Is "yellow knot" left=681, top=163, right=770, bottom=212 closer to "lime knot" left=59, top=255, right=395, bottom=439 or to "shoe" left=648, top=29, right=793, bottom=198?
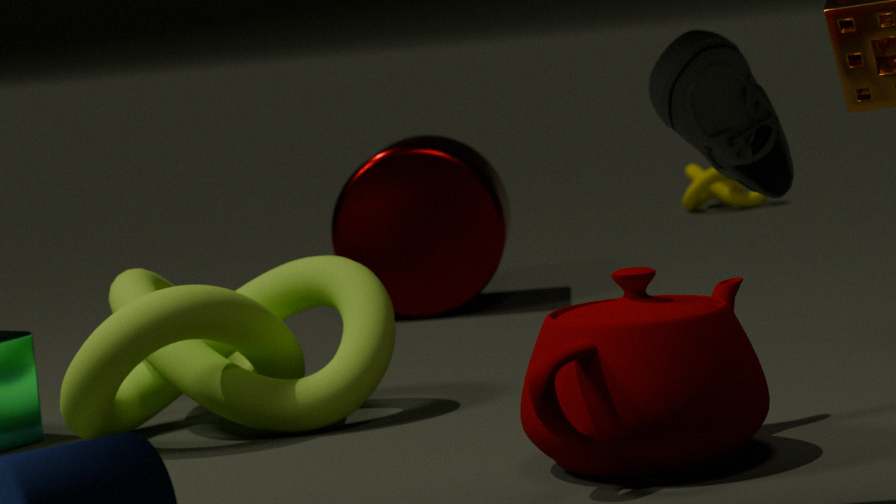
"lime knot" left=59, top=255, right=395, bottom=439
